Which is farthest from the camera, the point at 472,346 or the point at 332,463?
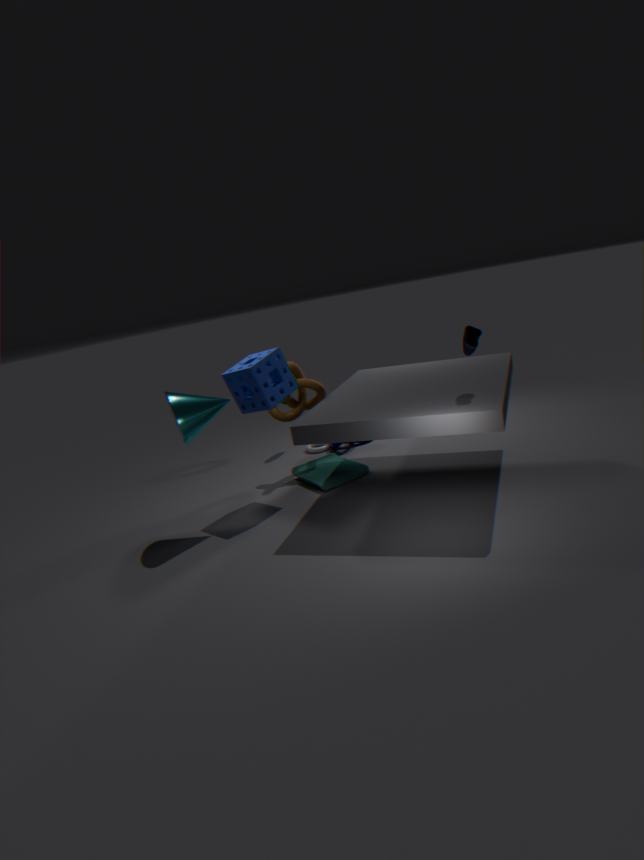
the point at 332,463
